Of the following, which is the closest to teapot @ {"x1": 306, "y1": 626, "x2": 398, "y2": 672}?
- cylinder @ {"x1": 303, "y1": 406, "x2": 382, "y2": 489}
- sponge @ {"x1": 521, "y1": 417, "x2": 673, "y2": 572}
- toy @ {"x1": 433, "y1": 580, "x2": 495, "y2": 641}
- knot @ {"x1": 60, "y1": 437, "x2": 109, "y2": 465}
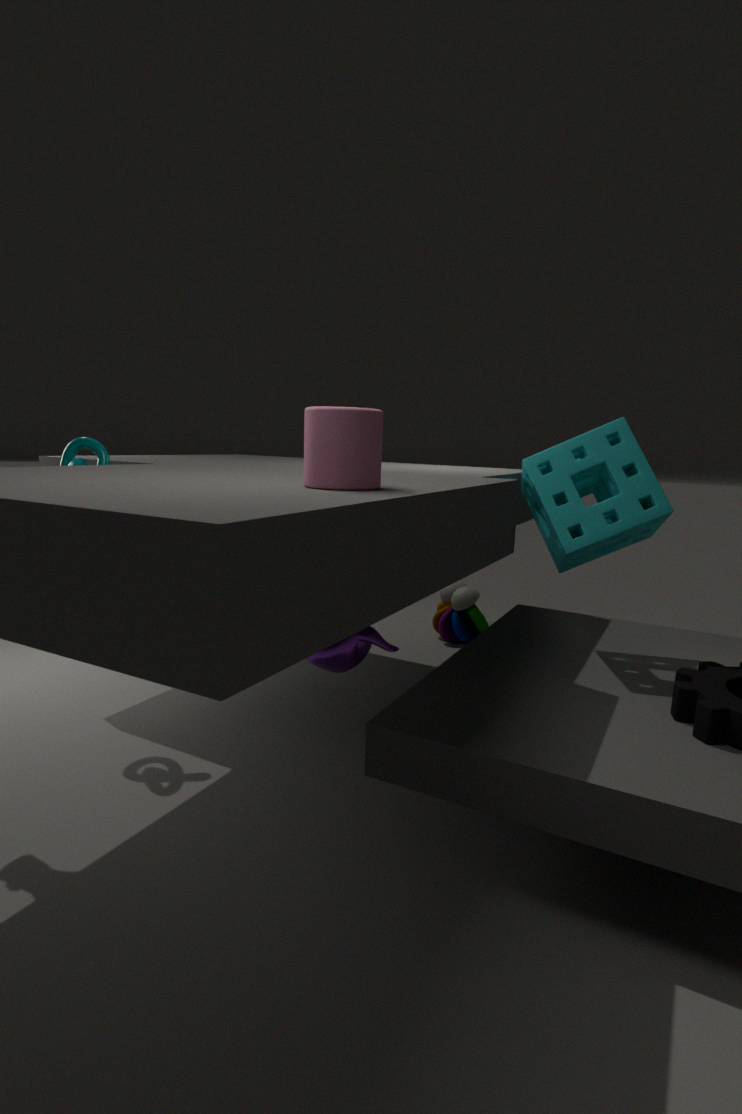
cylinder @ {"x1": 303, "y1": 406, "x2": 382, "y2": 489}
